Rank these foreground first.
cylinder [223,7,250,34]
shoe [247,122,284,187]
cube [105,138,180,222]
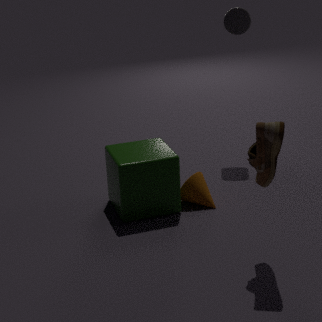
1. shoe [247,122,284,187]
2. cube [105,138,180,222]
3. cylinder [223,7,250,34]
